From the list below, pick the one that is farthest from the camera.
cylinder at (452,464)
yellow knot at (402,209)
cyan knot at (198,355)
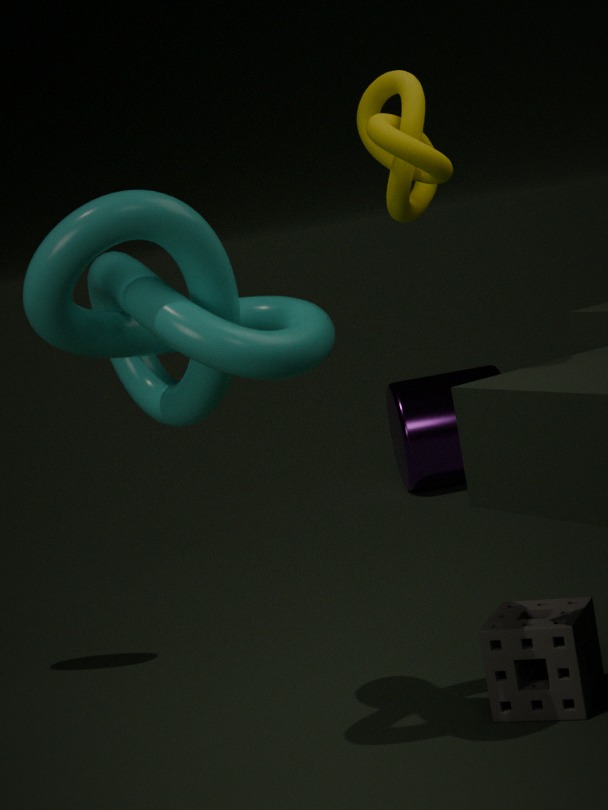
cylinder at (452,464)
